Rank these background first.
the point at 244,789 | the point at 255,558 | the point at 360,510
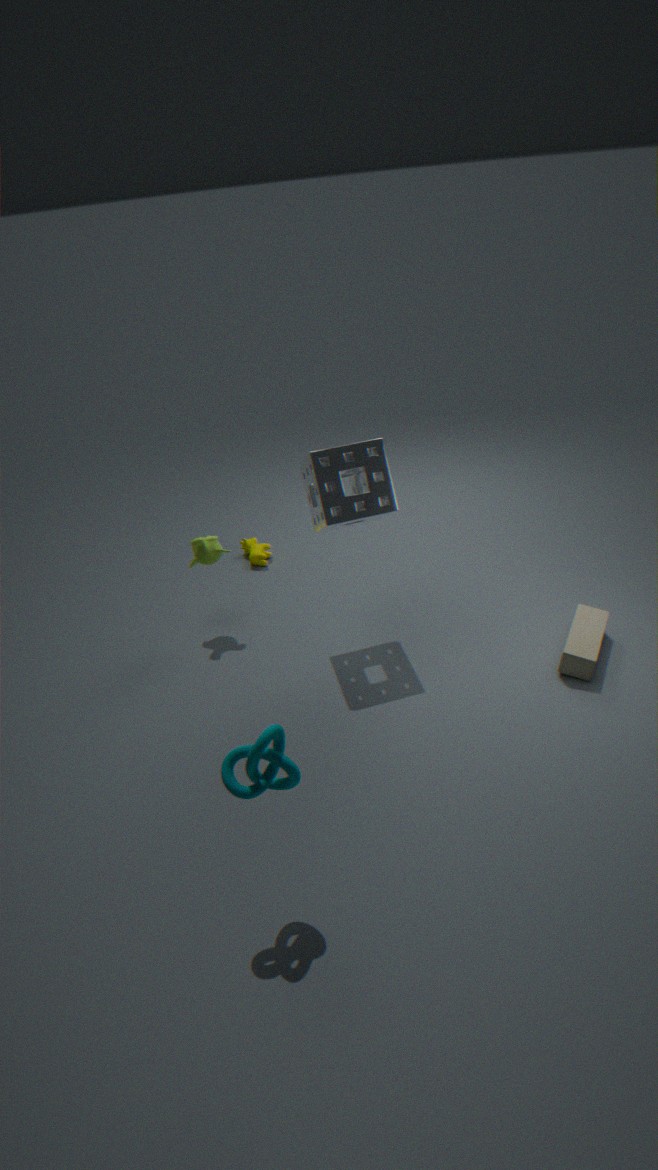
1. the point at 255,558
2. the point at 360,510
3. the point at 244,789
